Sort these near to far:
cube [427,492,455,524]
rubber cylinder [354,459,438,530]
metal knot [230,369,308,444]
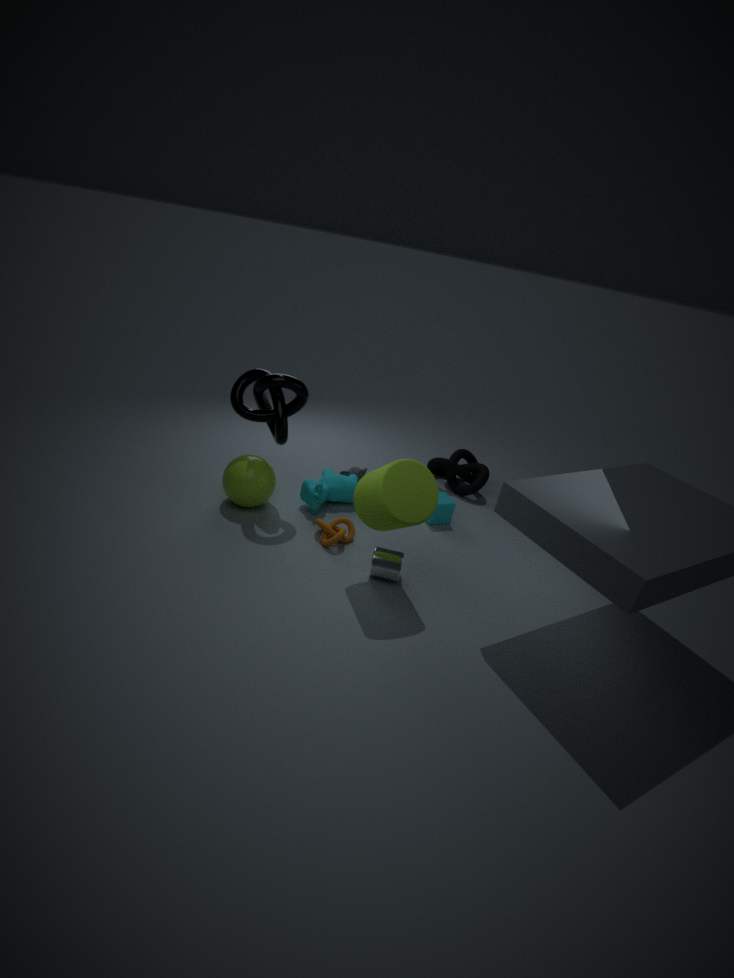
rubber cylinder [354,459,438,530], metal knot [230,369,308,444], cube [427,492,455,524]
